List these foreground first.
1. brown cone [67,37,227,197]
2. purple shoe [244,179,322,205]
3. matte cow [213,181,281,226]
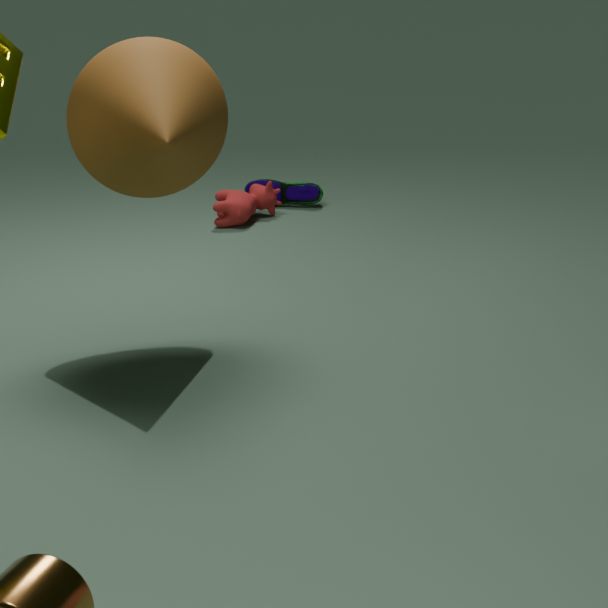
brown cone [67,37,227,197], matte cow [213,181,281,226], purple shoe [244,179,322,205]
